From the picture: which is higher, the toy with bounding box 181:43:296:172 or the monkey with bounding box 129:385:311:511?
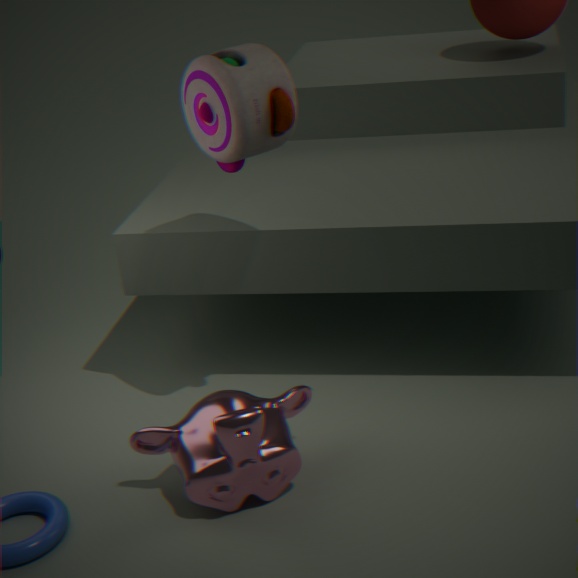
the toy with bounding box 181:43:296:172
